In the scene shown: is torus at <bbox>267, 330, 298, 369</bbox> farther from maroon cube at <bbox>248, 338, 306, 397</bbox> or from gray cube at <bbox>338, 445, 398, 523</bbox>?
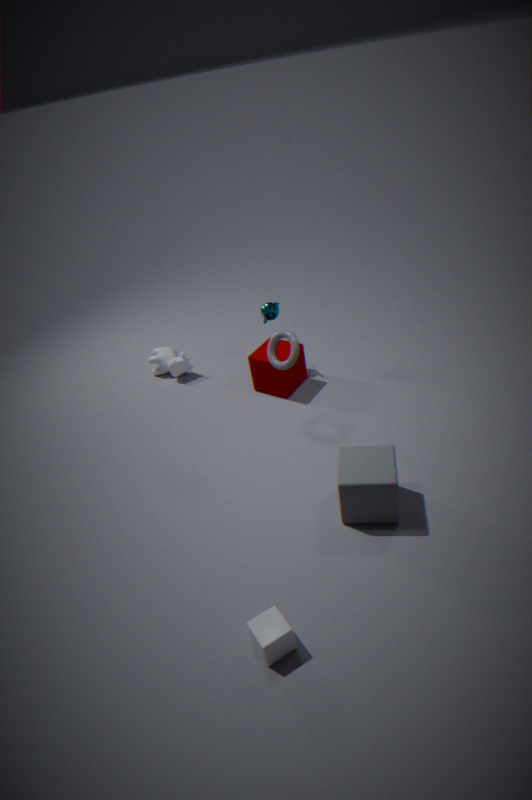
maroon cube at <bbox>248, 338, 306, 397</bbox>
